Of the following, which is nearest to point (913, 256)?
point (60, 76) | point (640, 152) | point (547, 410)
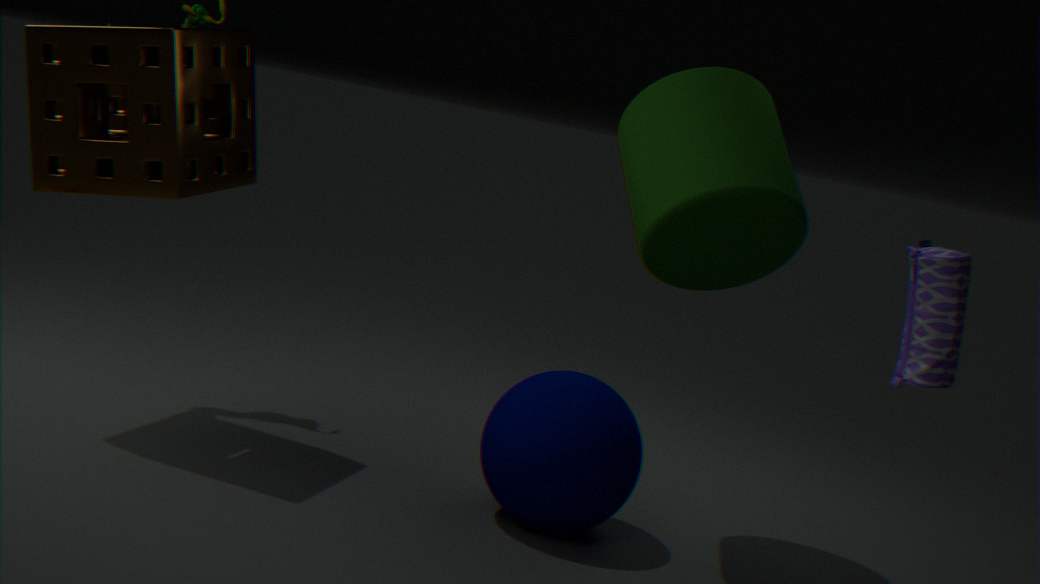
point (640, 152)
